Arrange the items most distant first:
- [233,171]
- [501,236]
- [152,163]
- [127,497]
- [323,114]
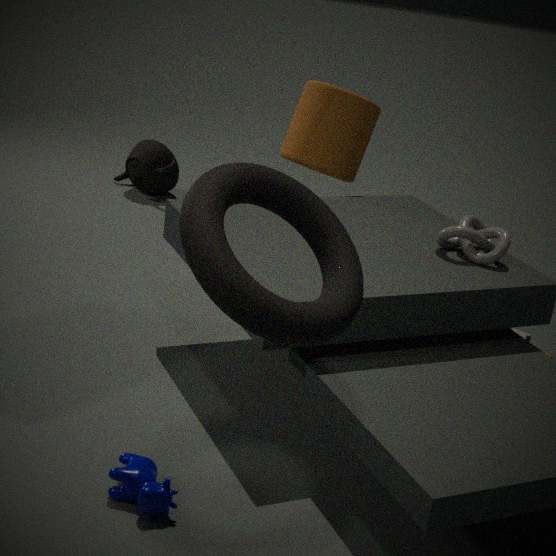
[152,163] → [323,114] → [501,236] → [127,497] → [233,171]
